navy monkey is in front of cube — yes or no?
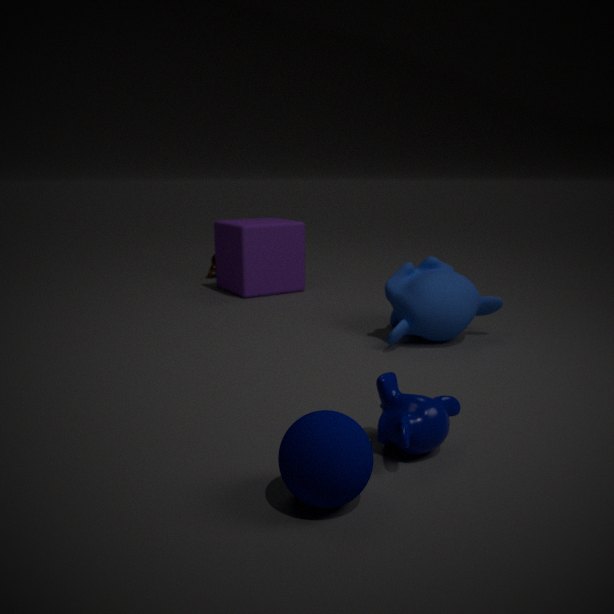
Yes
